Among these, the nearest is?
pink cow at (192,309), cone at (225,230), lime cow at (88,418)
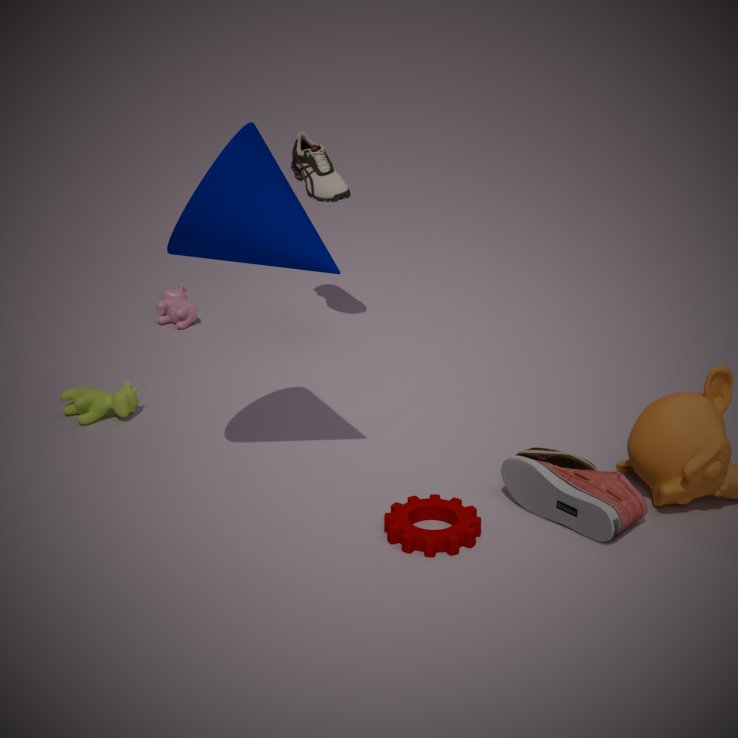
cone at (225,230)
